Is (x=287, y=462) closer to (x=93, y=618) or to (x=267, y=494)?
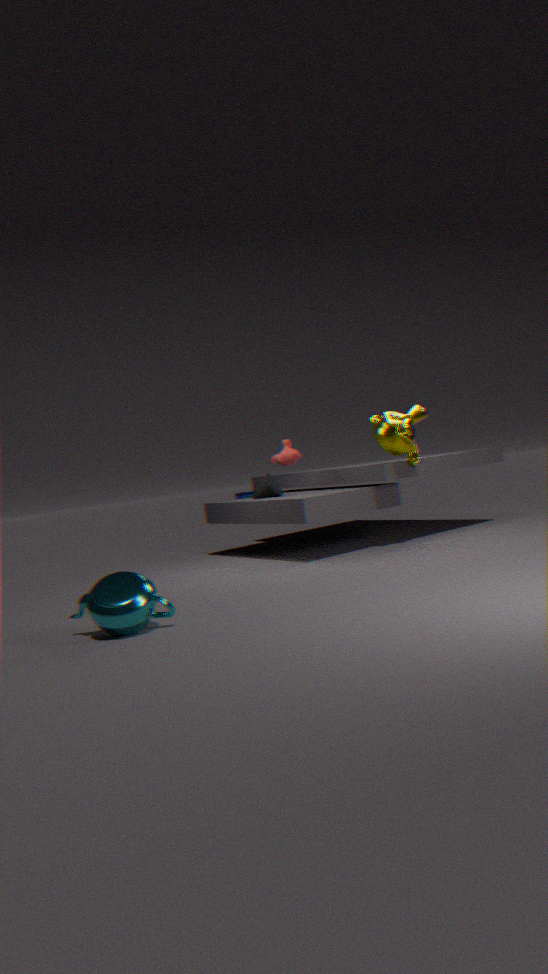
(x=267, y=494)
